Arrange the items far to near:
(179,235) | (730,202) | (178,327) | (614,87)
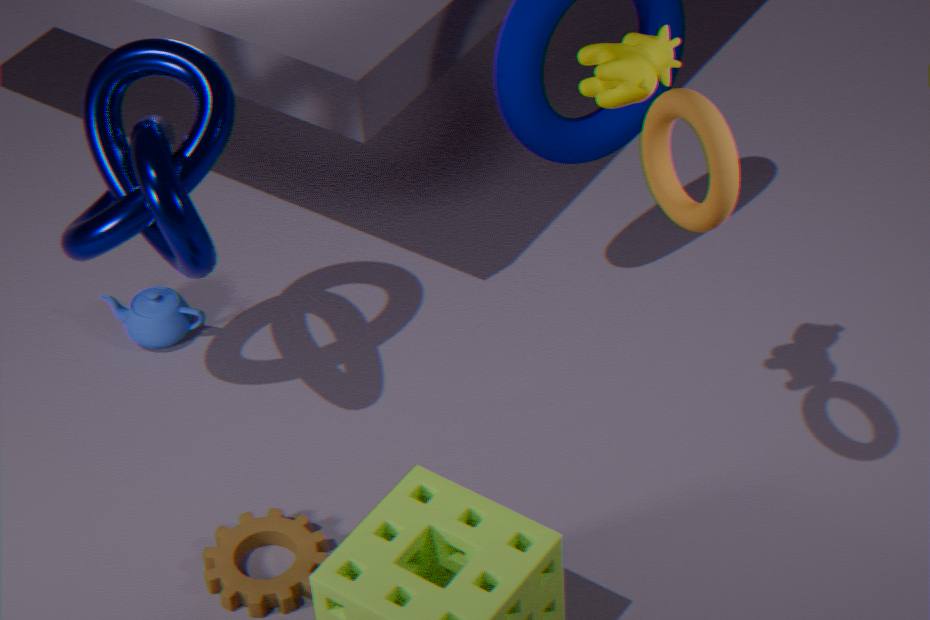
(178,327)
(179,235)
(614,87)
(730,202)
